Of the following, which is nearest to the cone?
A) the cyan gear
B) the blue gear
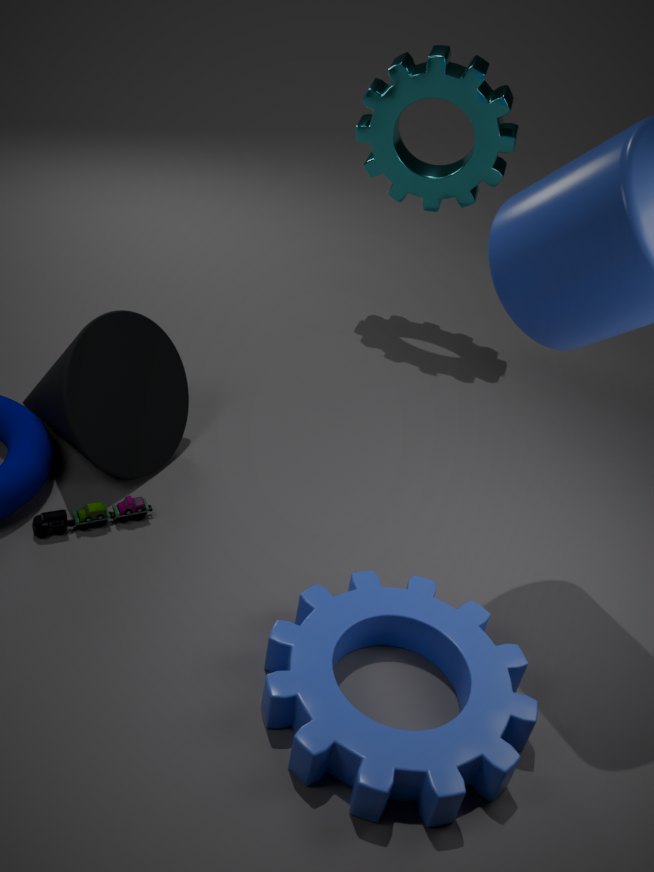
the blue gear
